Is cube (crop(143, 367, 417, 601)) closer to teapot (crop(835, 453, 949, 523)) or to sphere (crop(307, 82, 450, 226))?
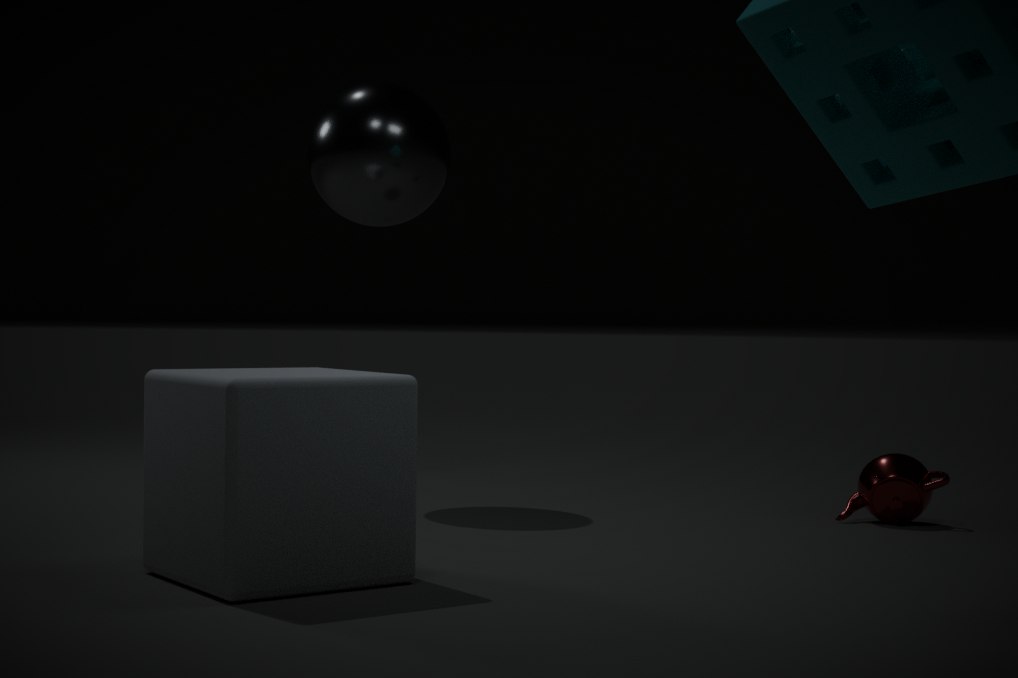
sphere (crop(307, 82, 450, 226))
